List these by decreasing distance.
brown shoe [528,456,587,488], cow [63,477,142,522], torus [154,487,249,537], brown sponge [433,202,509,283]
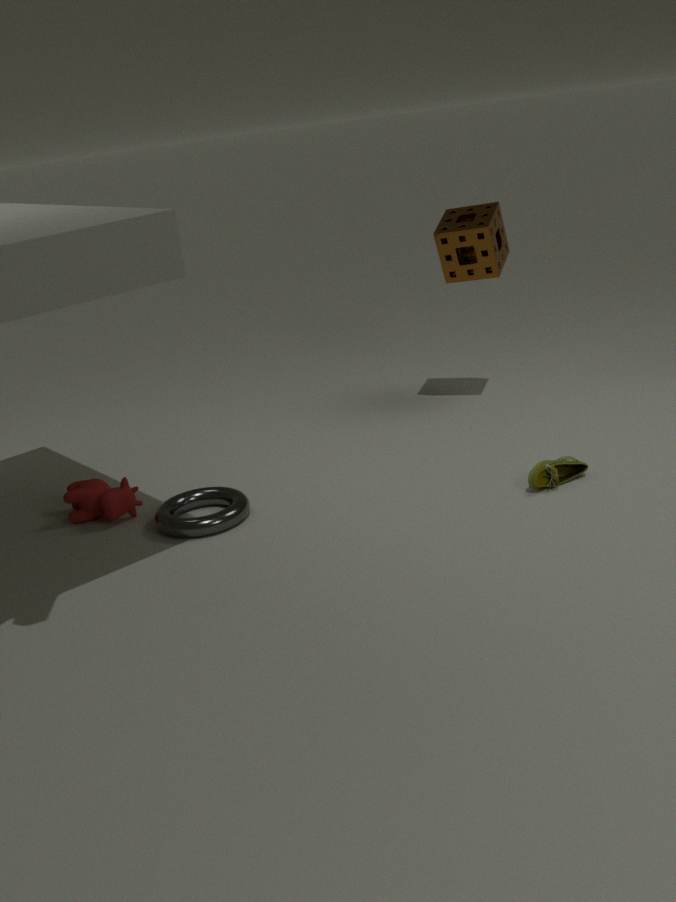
brown sponge [433,202,509,283], cow [63,477,142,522], torus [154,487,249,537], brown shoe [528,456,587,488]
